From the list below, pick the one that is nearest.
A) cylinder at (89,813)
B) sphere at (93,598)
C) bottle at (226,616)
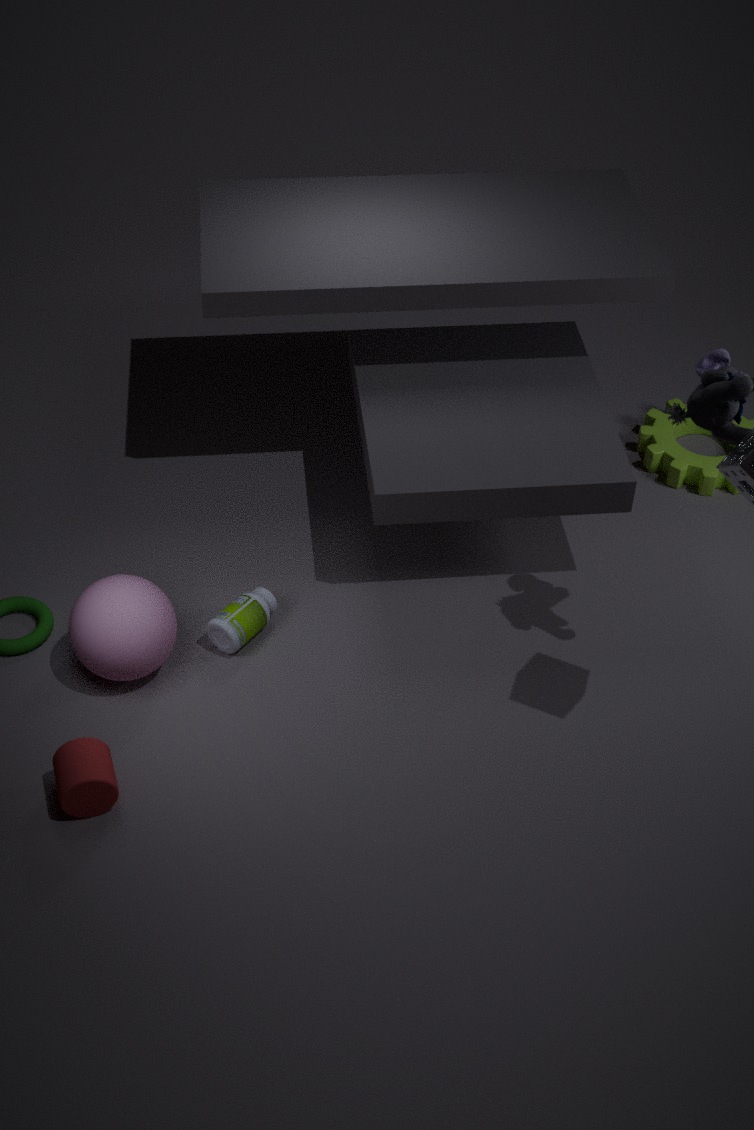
cylinder at (89,813)
